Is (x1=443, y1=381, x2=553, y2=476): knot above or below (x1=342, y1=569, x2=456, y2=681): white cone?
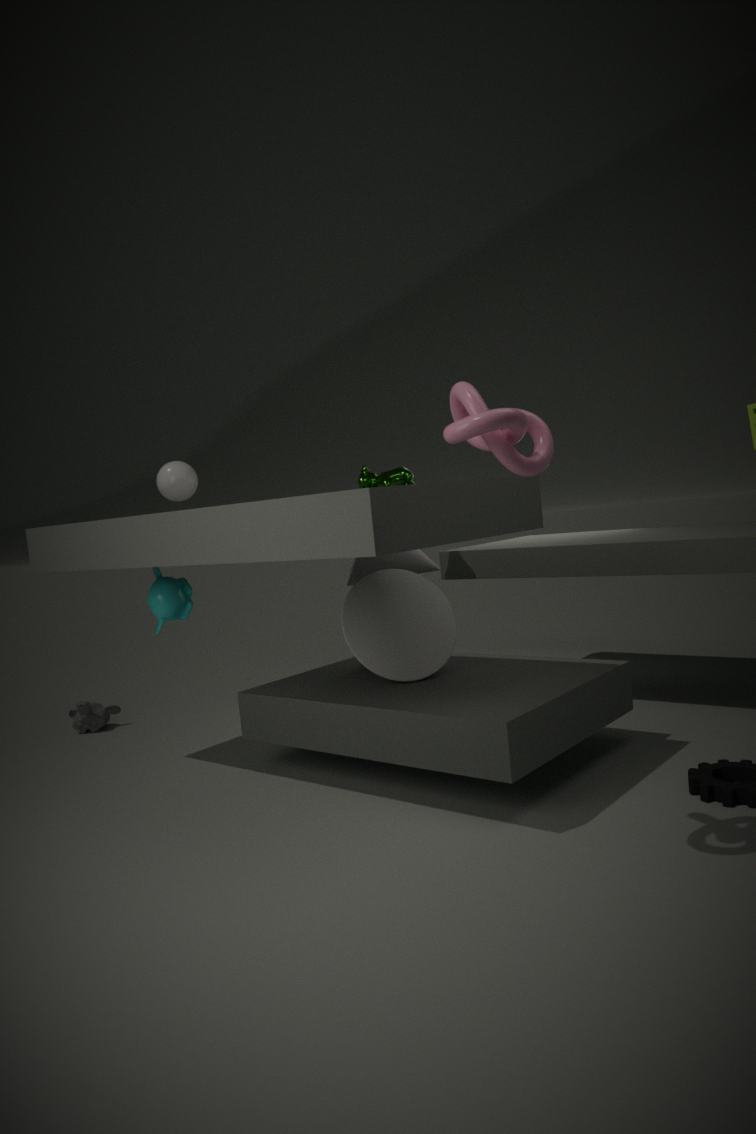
above
